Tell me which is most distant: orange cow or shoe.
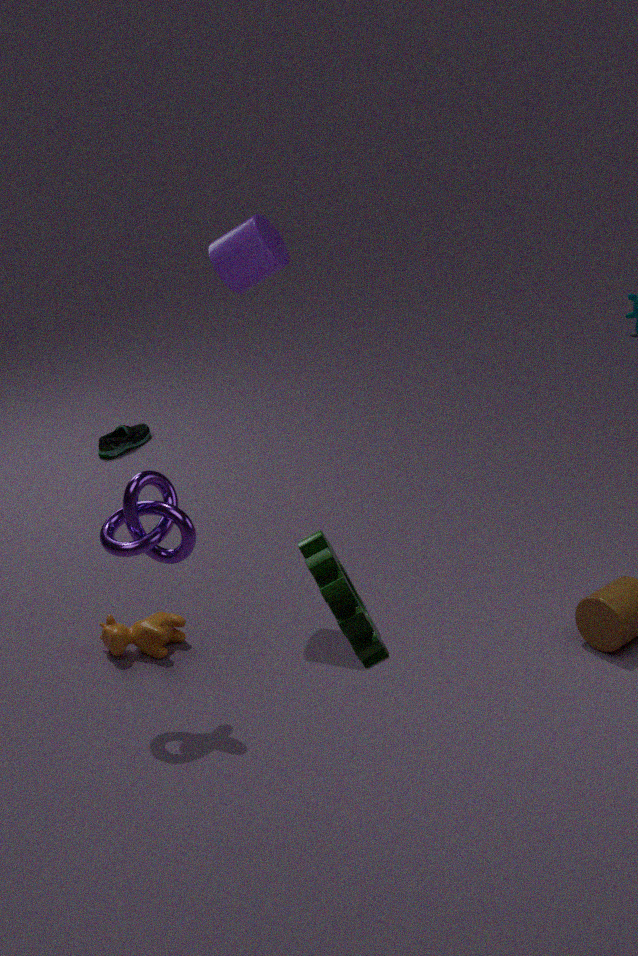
shoe
